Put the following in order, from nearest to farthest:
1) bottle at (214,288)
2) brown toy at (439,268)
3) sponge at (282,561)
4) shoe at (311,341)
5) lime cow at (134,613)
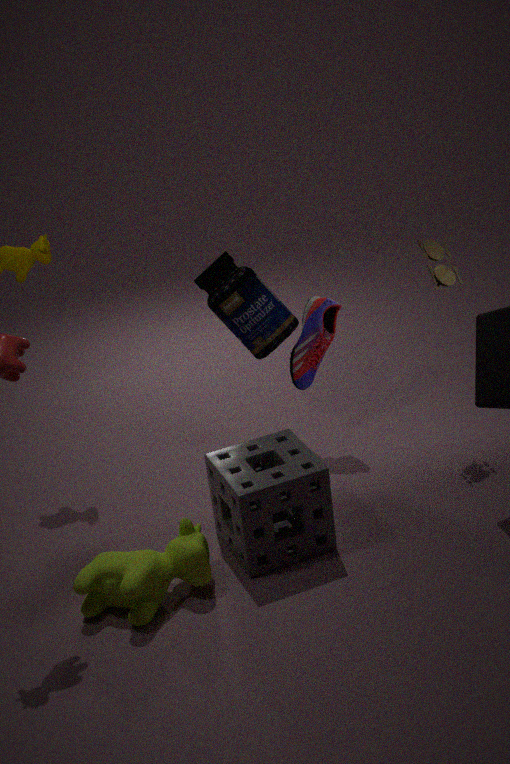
5. lime cow at (134,613) < 3. sponge at (282,561) < 2. brown toy at (439,268) < 1. bottle at (214,288) < 4. shoe at (311,341)
